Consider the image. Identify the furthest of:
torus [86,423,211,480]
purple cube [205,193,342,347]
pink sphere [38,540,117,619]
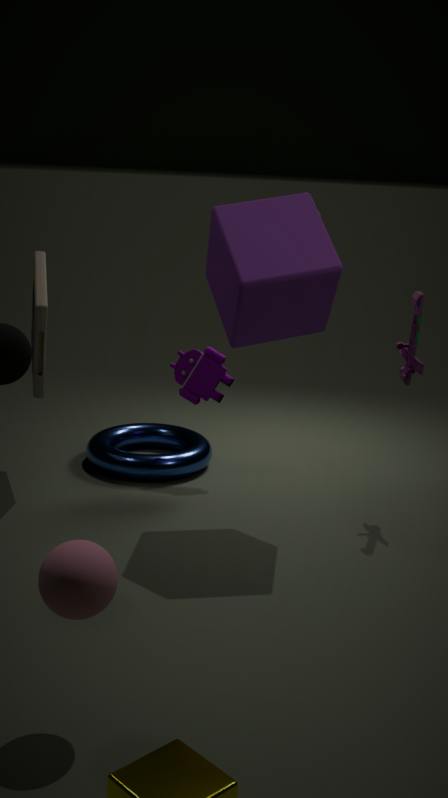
torus [86,423,211,480]
